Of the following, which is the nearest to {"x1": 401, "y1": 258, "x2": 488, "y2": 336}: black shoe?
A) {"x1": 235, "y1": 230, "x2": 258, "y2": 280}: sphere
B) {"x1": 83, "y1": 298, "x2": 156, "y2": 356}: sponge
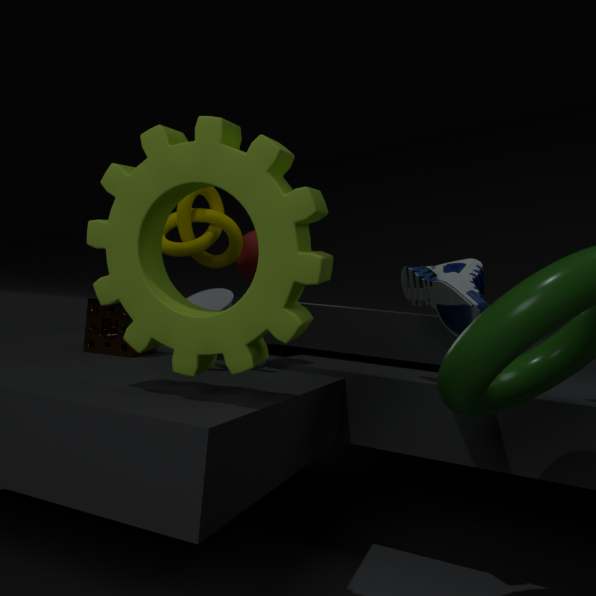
{"x1": 235, "y1": 230, "x2": 258, "y2": 280}: sphere
